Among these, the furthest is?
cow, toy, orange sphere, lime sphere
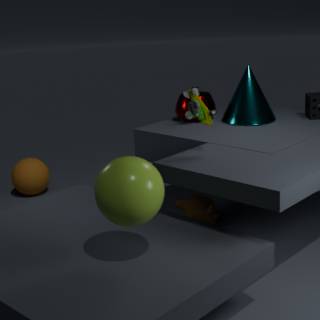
orange sphere
